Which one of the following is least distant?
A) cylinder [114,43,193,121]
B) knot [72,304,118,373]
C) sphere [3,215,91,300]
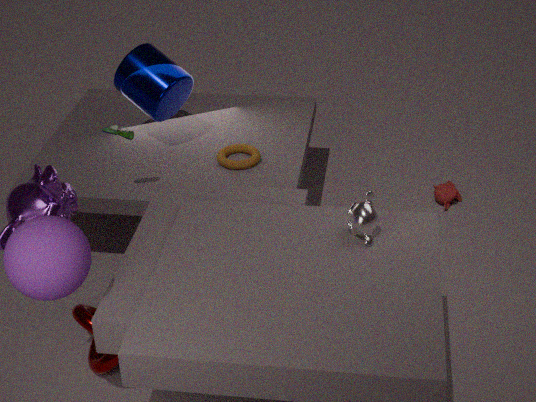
sphere [3,215,91,300]
